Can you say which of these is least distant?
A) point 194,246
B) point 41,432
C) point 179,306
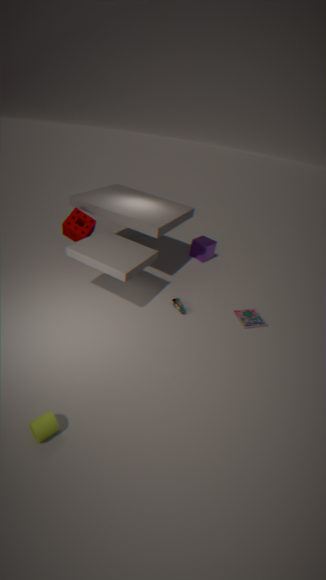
point 41,432
